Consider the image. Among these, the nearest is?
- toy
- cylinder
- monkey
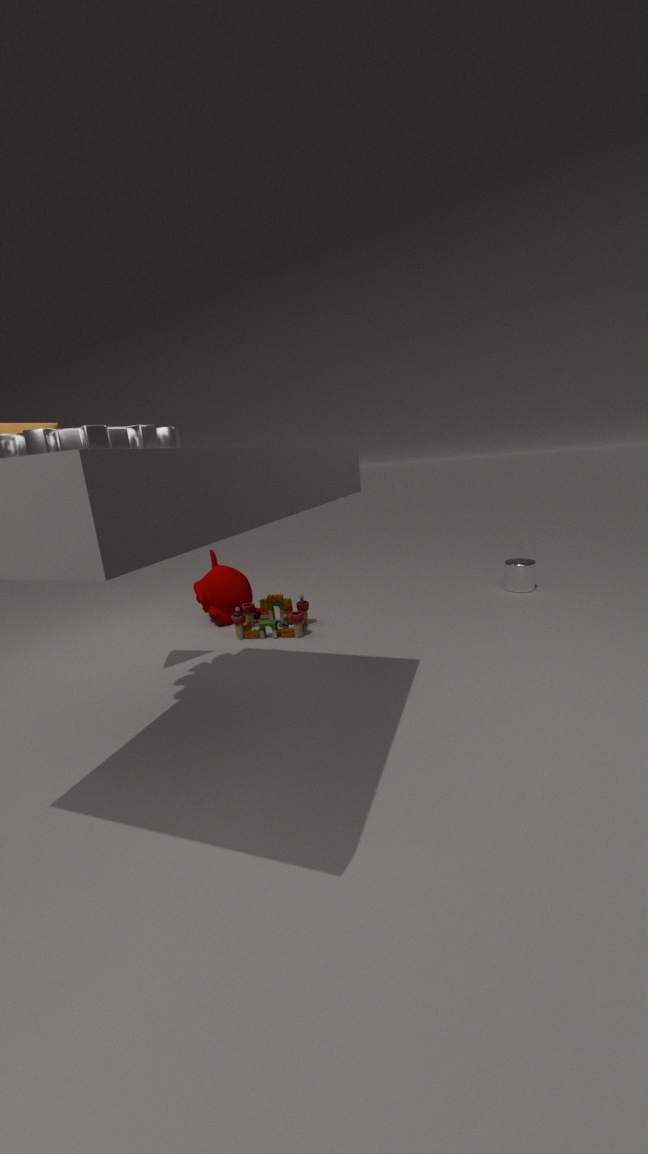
toy
